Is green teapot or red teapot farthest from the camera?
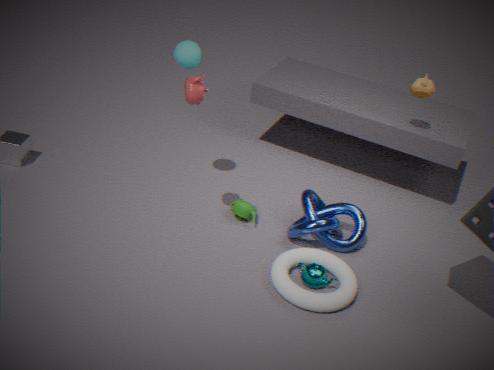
green teapot
